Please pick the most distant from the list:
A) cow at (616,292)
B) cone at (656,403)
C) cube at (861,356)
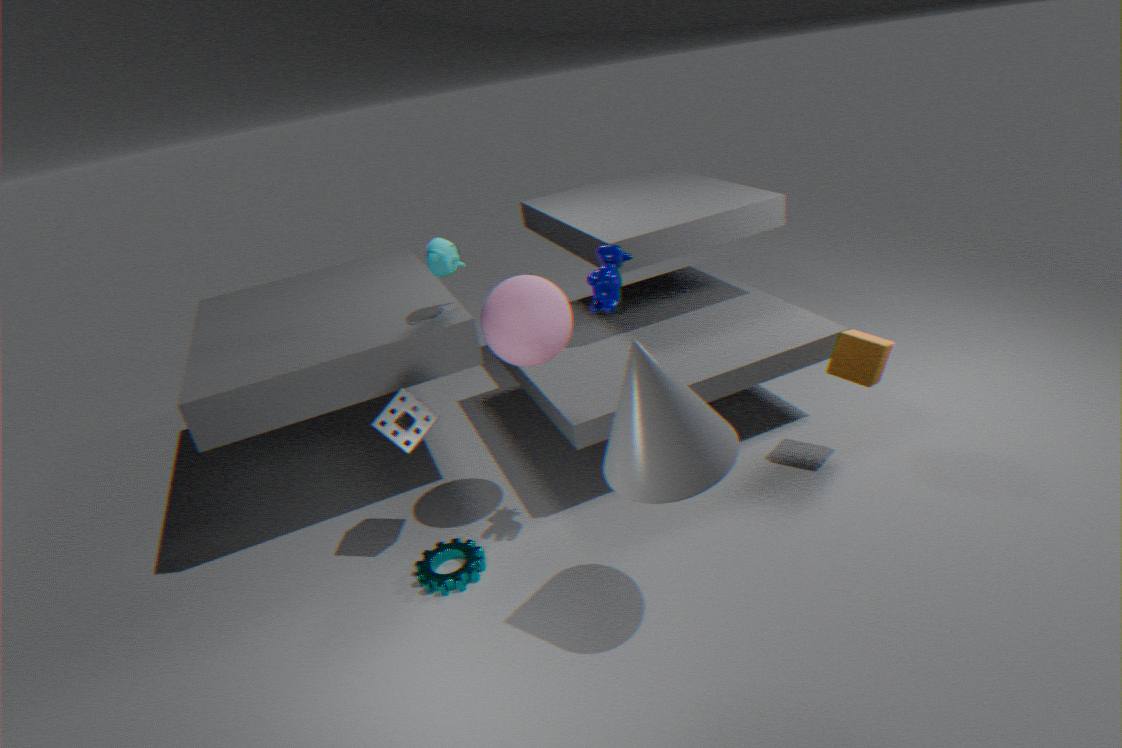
cube at (861,356)
